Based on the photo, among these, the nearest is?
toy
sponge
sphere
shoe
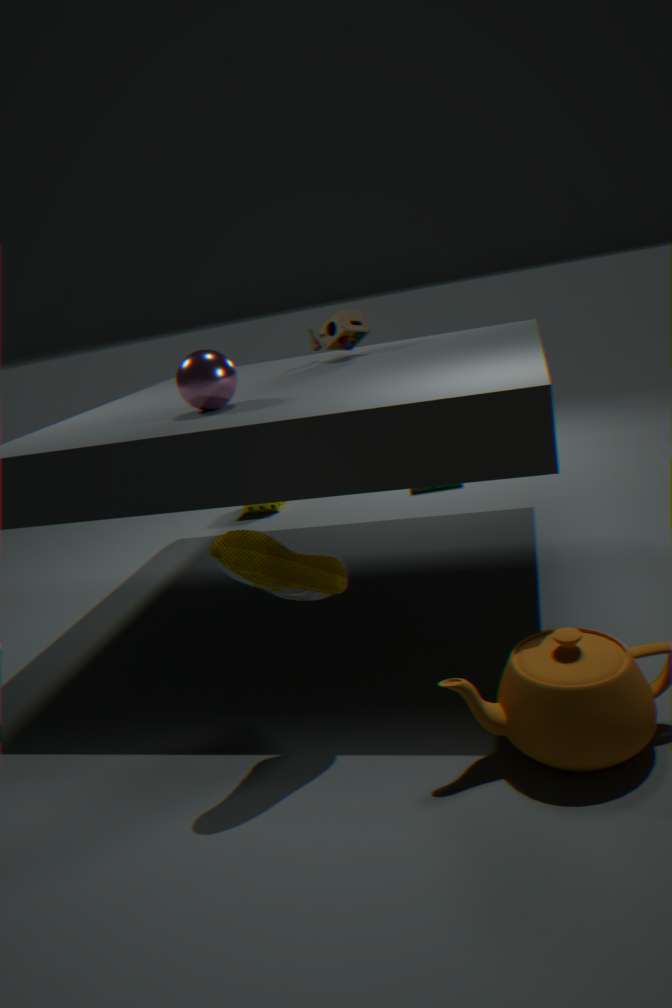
shoe
